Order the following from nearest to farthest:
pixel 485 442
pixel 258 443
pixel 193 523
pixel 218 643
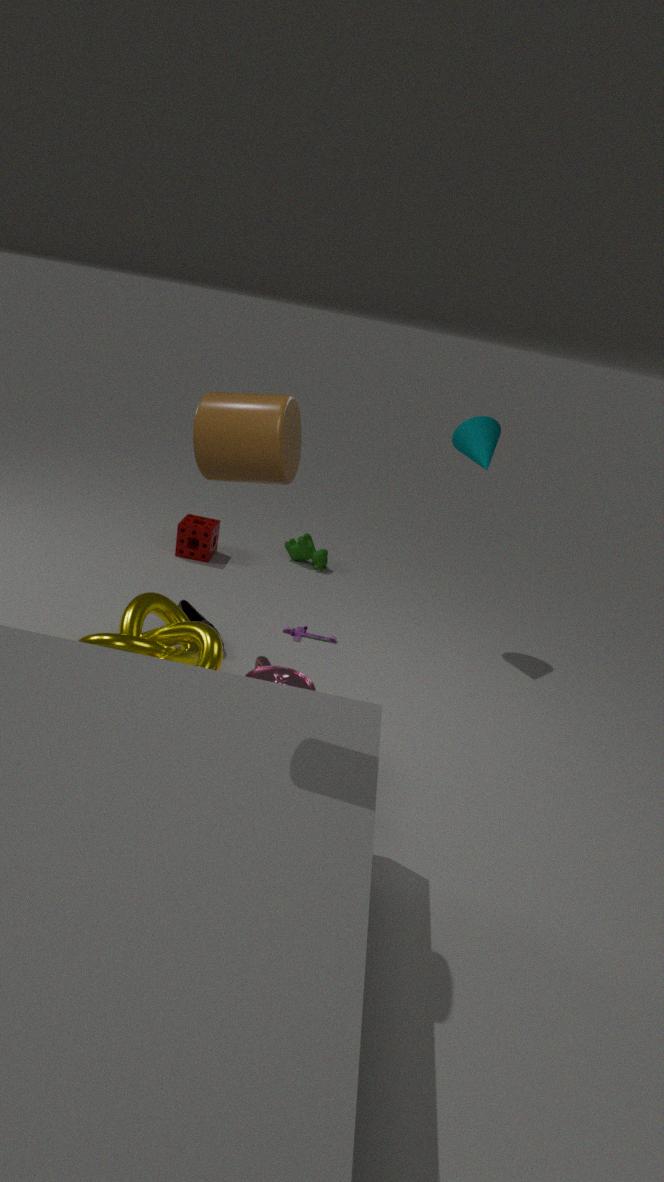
pixel 258 443 < pixel 218 643 < pixel 485 442 < pixel 193 523
